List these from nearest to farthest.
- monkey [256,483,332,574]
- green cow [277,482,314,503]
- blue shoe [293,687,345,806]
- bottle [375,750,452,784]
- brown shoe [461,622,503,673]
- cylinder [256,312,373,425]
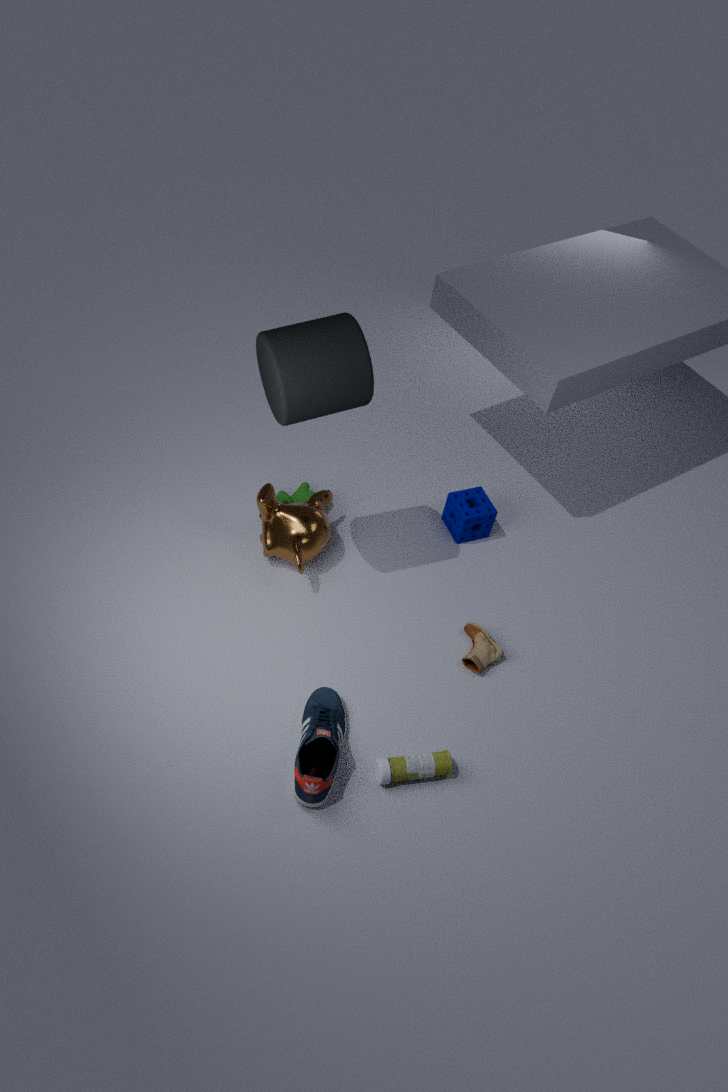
cylinder [256,312,373,425] < blue shoe [293,687,345,806] < bottle [375,750,452,784] < brown shoe [461,622,503,673] < monkey [256,483,332,574] < green cow [277,482,314,503]
